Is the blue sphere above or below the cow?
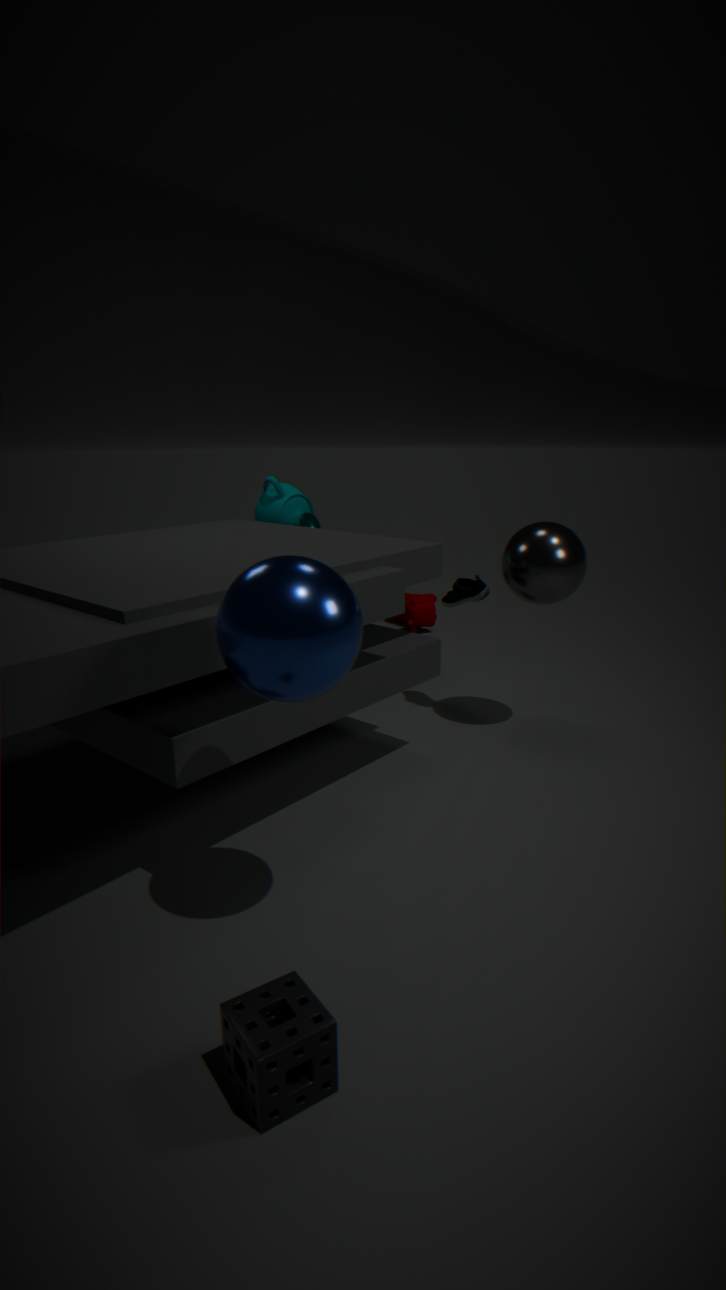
above
